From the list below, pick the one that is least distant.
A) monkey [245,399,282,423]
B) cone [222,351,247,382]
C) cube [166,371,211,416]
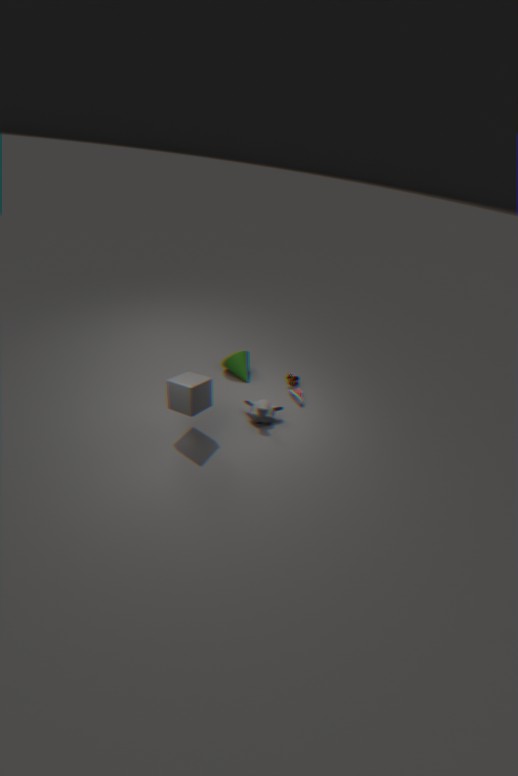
cube [166,371,211,416]
